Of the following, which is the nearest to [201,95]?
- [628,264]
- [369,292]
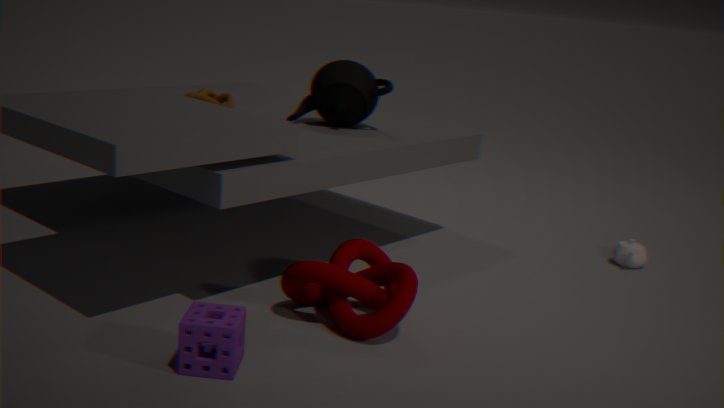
[369,292]
